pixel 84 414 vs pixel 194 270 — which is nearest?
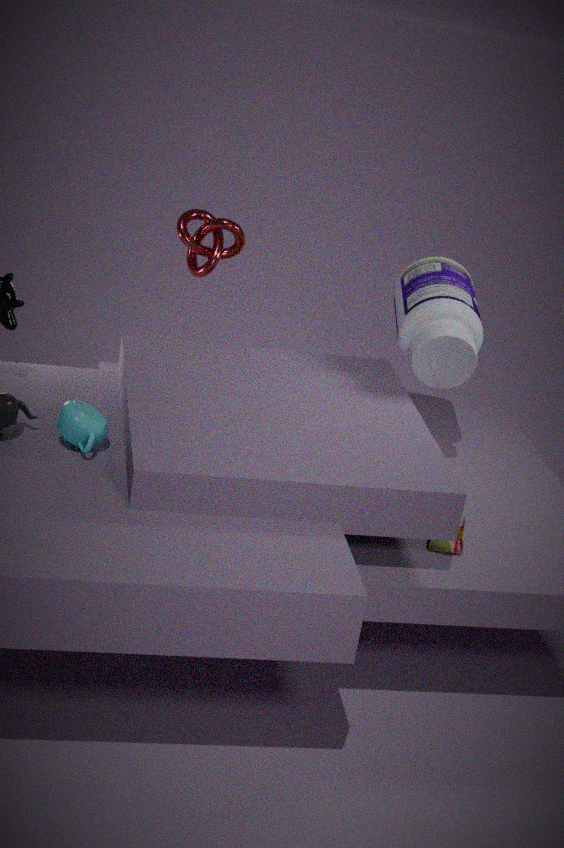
pixel 84 414
